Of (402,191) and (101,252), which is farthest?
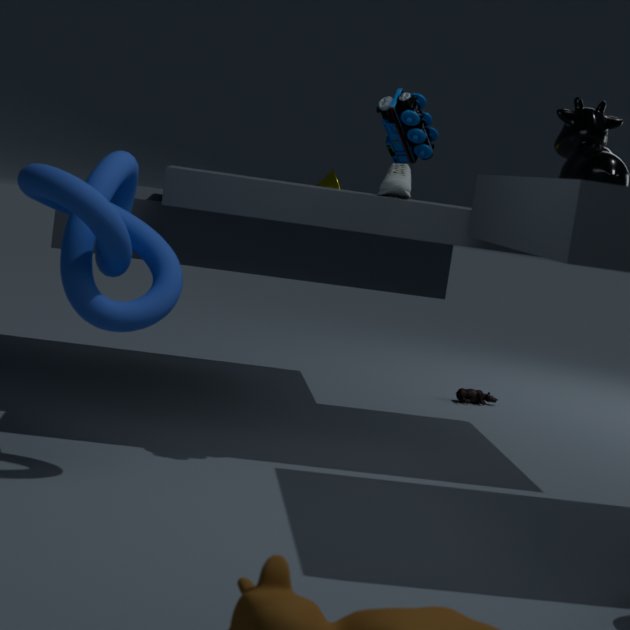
(402,191)
